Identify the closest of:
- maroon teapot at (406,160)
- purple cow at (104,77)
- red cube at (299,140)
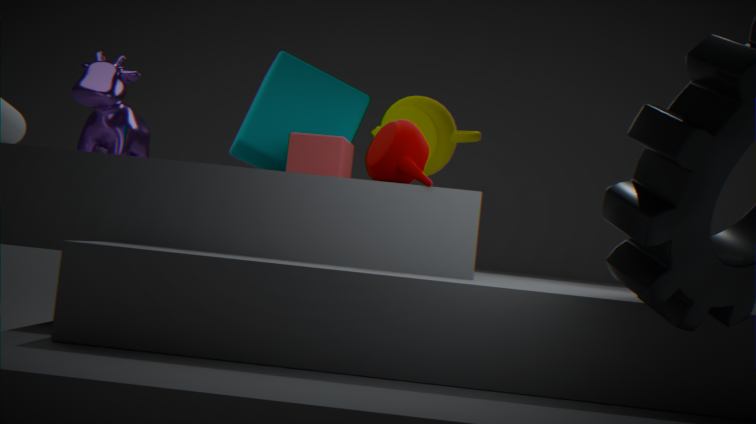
maroon teapot at (406,160)
